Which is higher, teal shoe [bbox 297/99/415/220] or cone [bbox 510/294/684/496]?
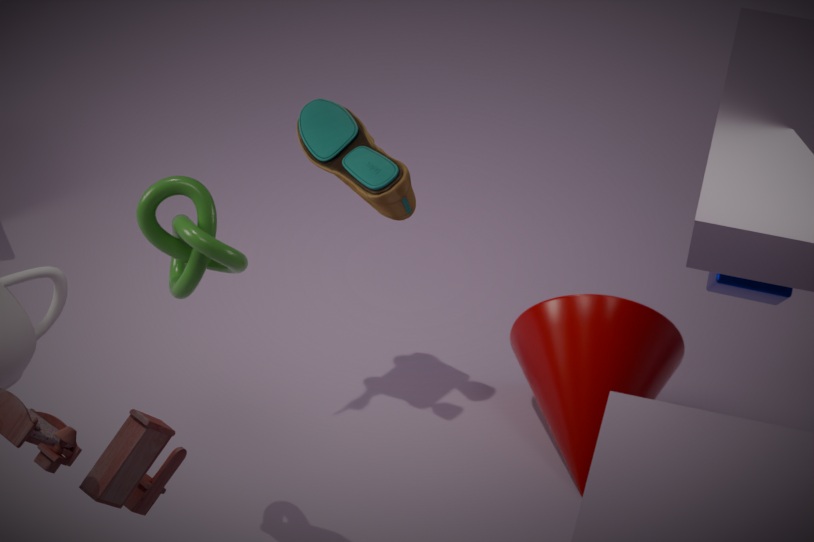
teal shoe [bbox 297/99/415/220]
